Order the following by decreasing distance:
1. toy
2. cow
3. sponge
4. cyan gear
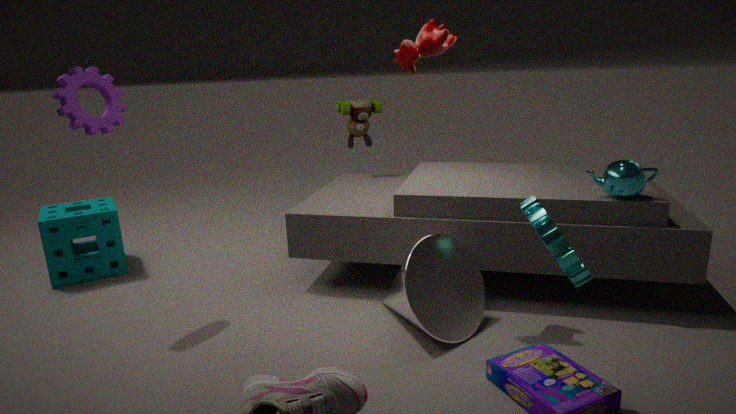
toy < sponge < cow < cyan gear
